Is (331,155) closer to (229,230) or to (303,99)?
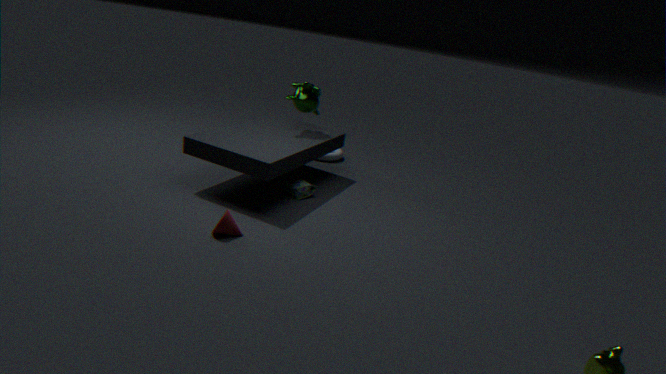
(303,99)
